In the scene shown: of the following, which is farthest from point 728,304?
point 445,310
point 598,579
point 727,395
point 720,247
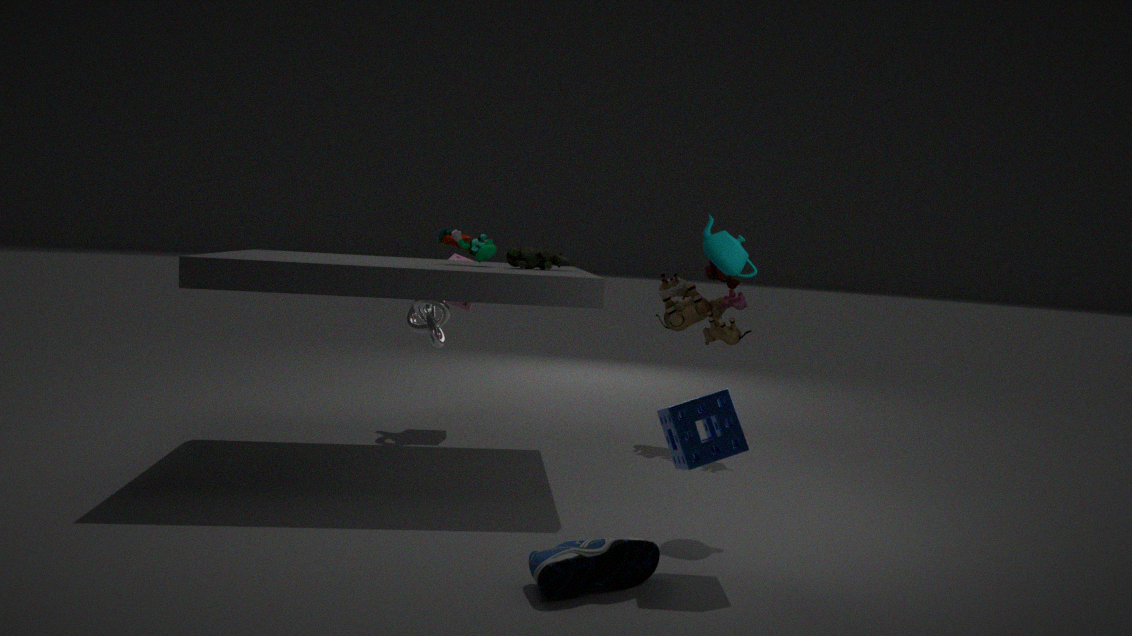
point 598,579
